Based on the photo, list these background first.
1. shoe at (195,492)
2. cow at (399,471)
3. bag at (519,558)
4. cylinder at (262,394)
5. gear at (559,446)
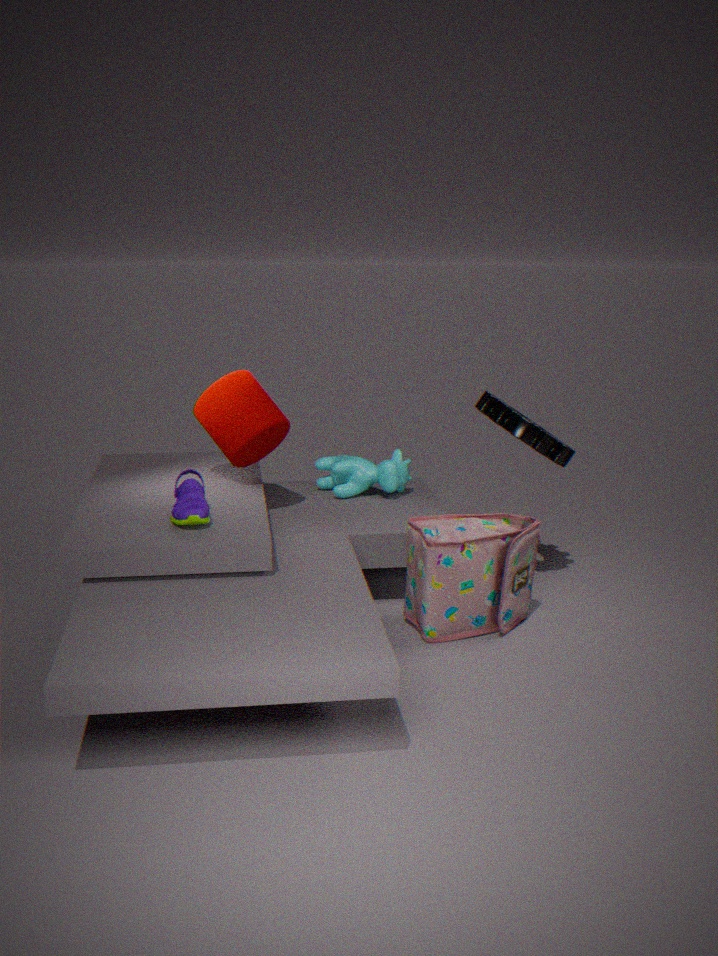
cow at (399,471) < cylinder at (262,394) < gear at (559,446) < bag at (519,558) < shoe at (195,492)
